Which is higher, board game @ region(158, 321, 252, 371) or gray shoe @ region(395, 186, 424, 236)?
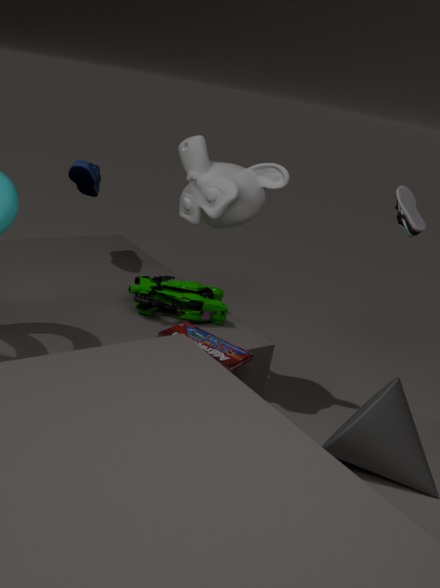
gray shoe @ region(395, 186, 424, 236)
